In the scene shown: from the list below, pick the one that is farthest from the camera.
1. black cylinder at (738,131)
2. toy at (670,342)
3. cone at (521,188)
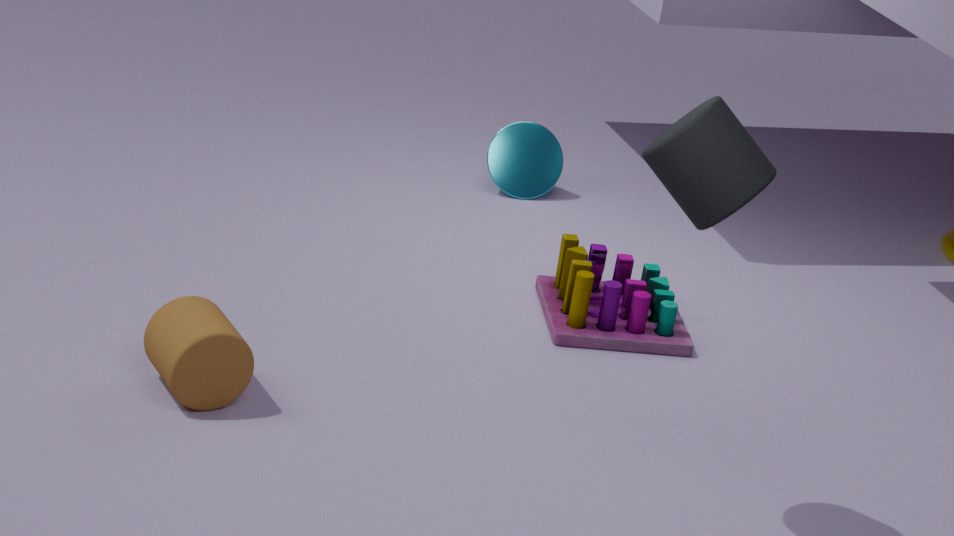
Answer: cone at (521,188)
